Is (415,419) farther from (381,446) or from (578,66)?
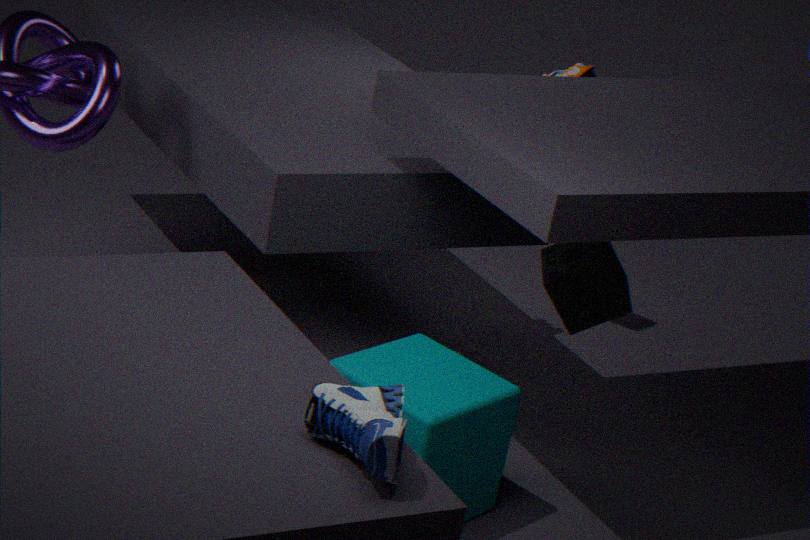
(578,66)
